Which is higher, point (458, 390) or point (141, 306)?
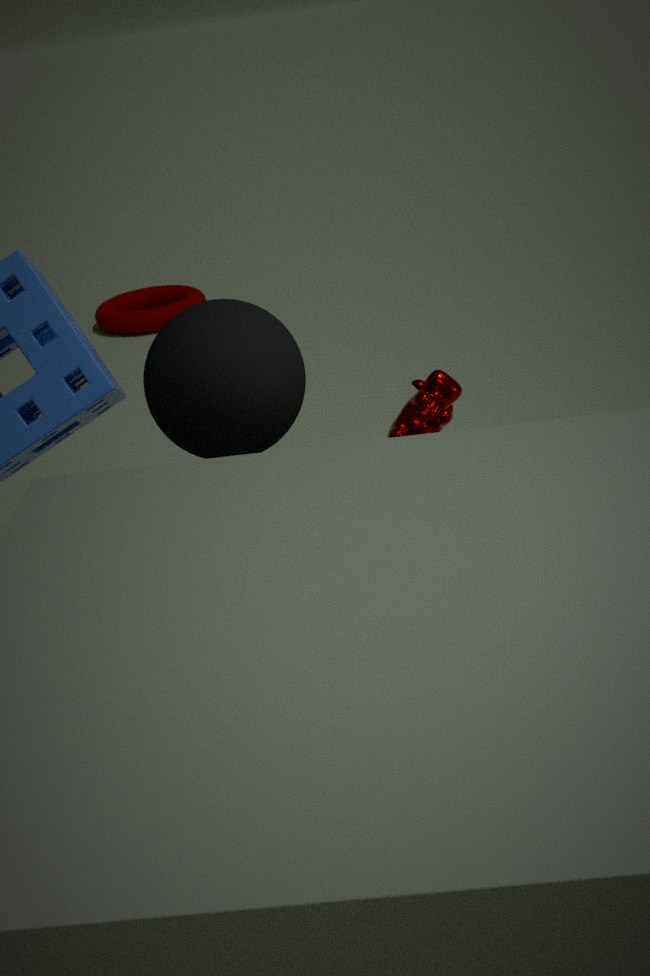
point (458, 390)
